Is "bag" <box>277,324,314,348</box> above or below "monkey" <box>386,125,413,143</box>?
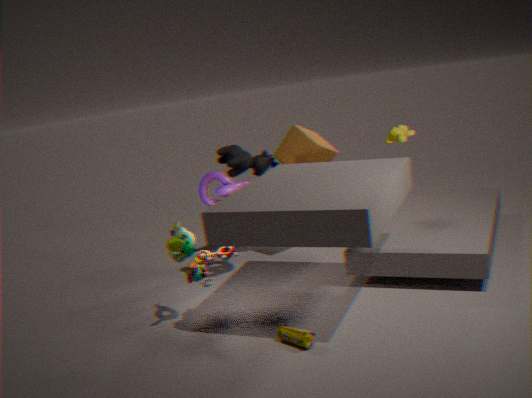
below
